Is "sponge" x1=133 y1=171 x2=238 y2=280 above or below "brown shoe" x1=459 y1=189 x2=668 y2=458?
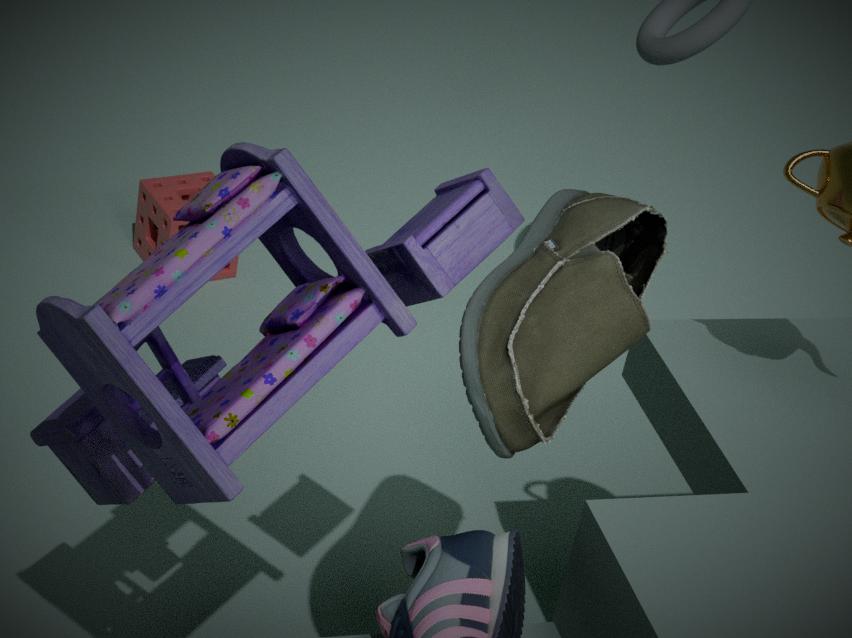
below
